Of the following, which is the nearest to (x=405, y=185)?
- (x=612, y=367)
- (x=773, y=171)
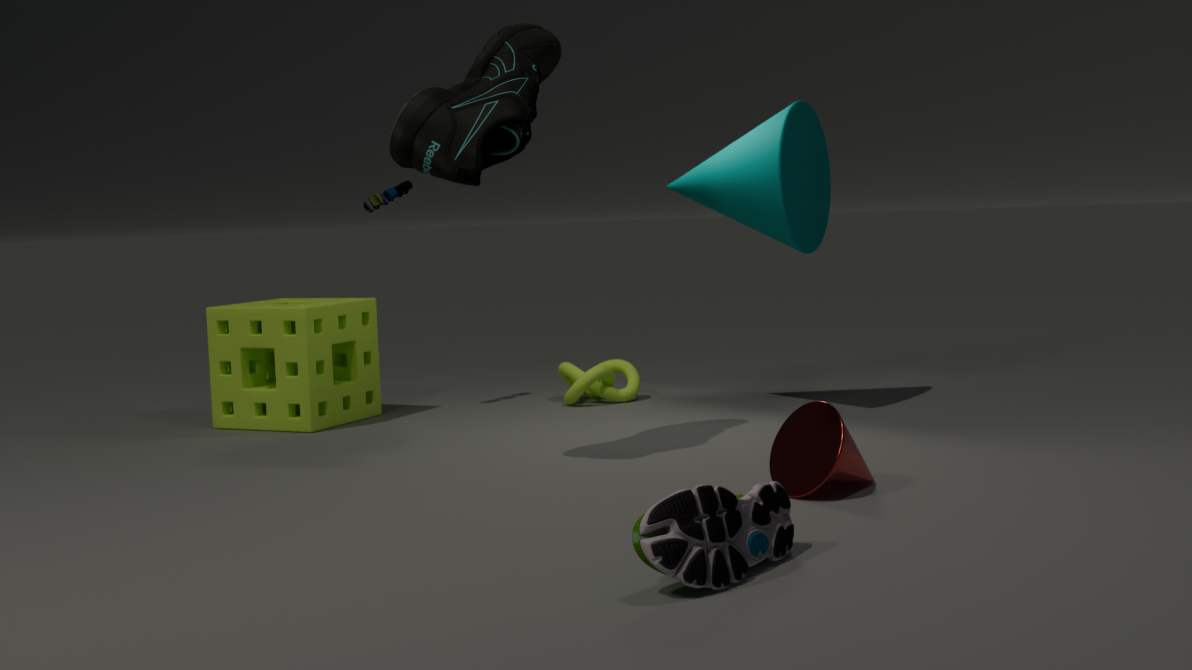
(x=612, y=367)
